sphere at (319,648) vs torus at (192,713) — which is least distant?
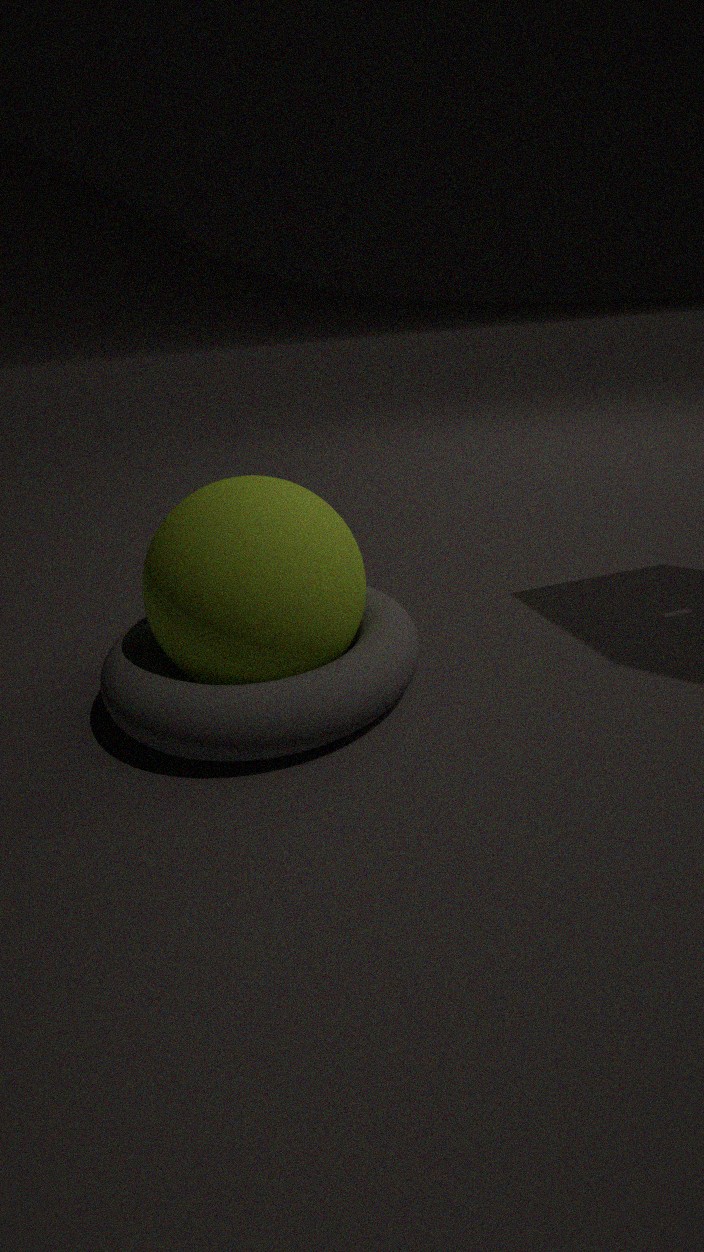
torus at (192,713)
